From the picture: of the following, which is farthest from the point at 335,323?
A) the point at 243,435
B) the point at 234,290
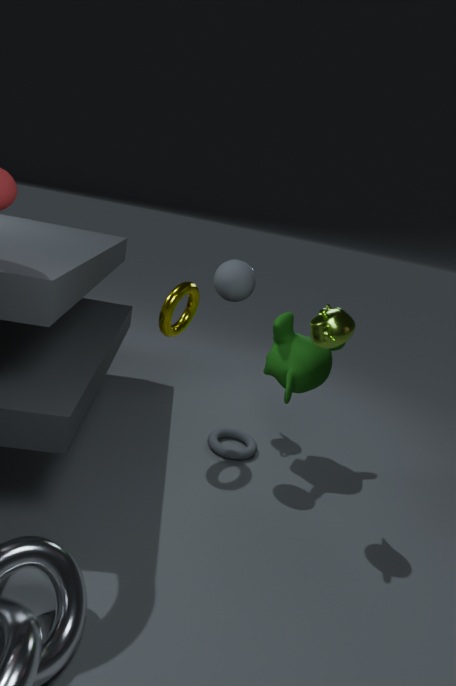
the point at 243,435
